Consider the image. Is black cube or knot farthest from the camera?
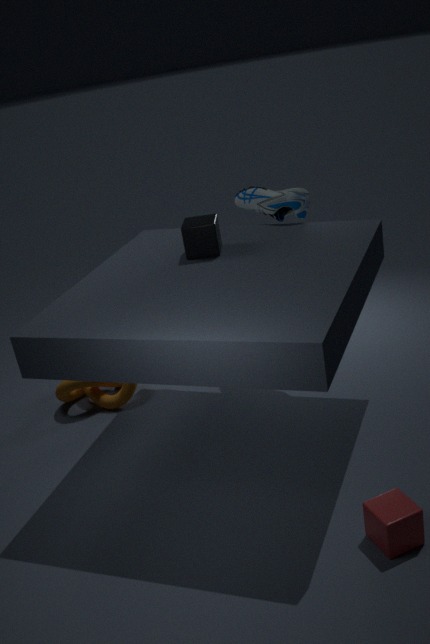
knot
